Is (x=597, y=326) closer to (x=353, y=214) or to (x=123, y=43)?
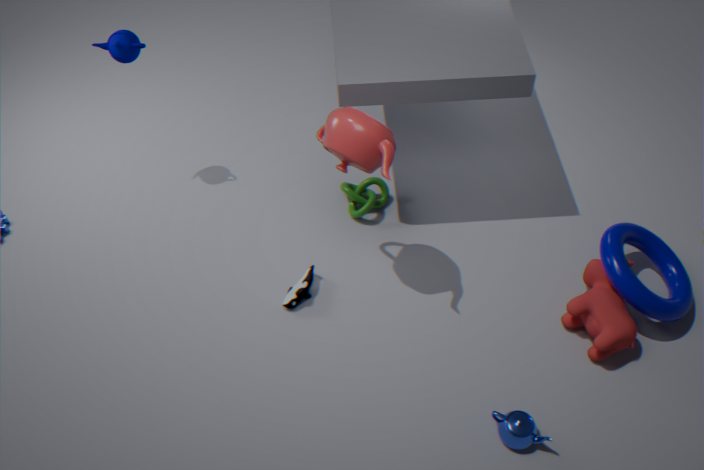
(x=353, y=214)
